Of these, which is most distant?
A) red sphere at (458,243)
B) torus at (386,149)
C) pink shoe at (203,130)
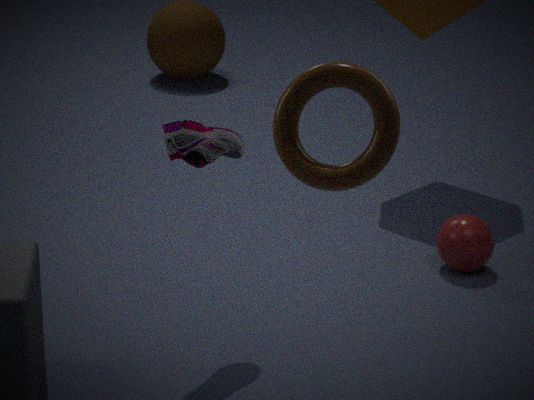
red sphere at (458,243)
